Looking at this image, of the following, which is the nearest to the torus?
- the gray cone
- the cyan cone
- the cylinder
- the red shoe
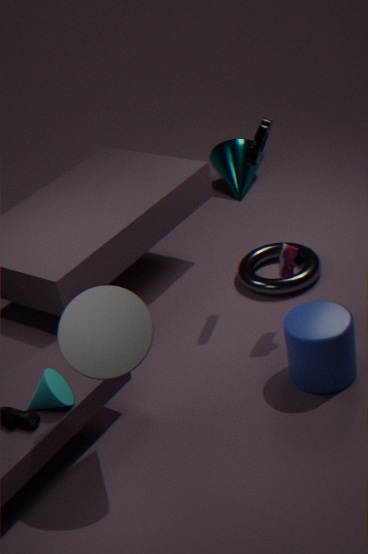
the red shoe
